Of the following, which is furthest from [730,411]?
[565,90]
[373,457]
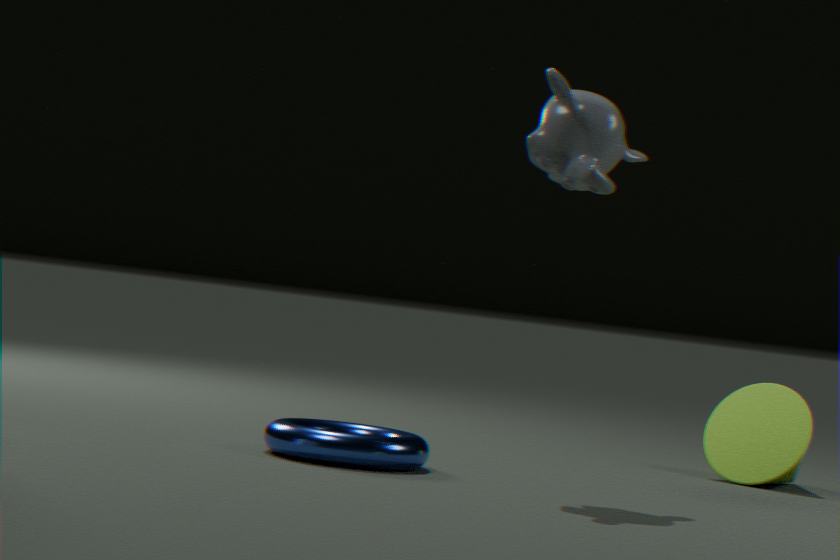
[373,457]
